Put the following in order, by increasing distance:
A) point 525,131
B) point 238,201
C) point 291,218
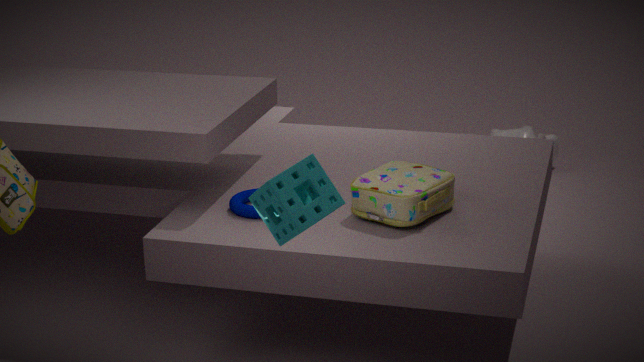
1. point 291,218
2. point 238,201
3. point 525,131
